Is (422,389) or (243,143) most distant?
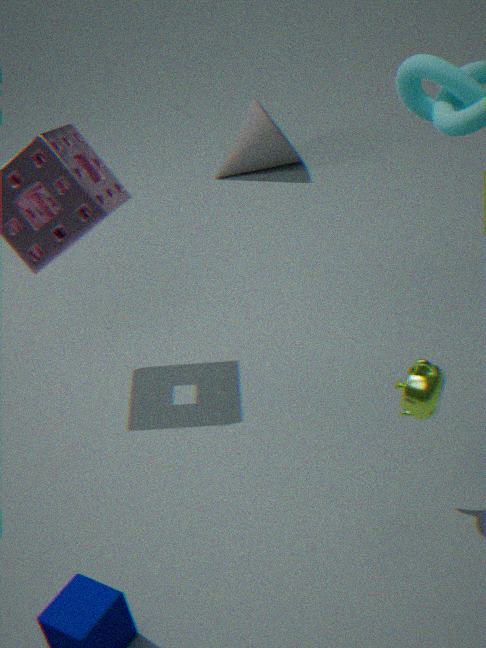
(243,143)
